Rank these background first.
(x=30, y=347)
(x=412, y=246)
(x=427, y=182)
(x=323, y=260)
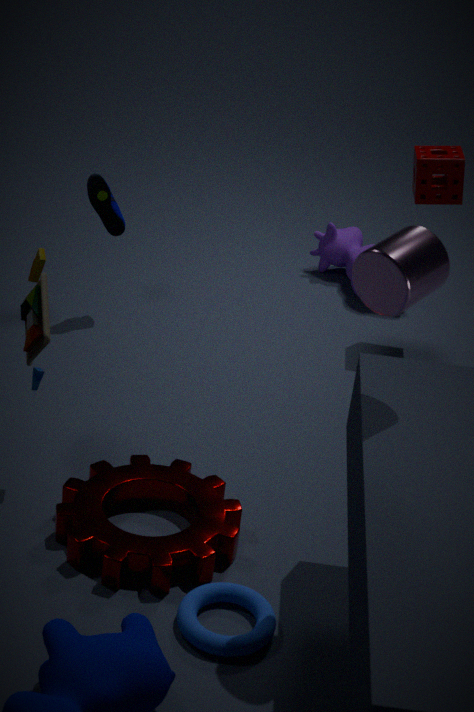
(x=323, y=260)
(x=427, y=182)
(x=30, y=347)
(x=412, y=246)
